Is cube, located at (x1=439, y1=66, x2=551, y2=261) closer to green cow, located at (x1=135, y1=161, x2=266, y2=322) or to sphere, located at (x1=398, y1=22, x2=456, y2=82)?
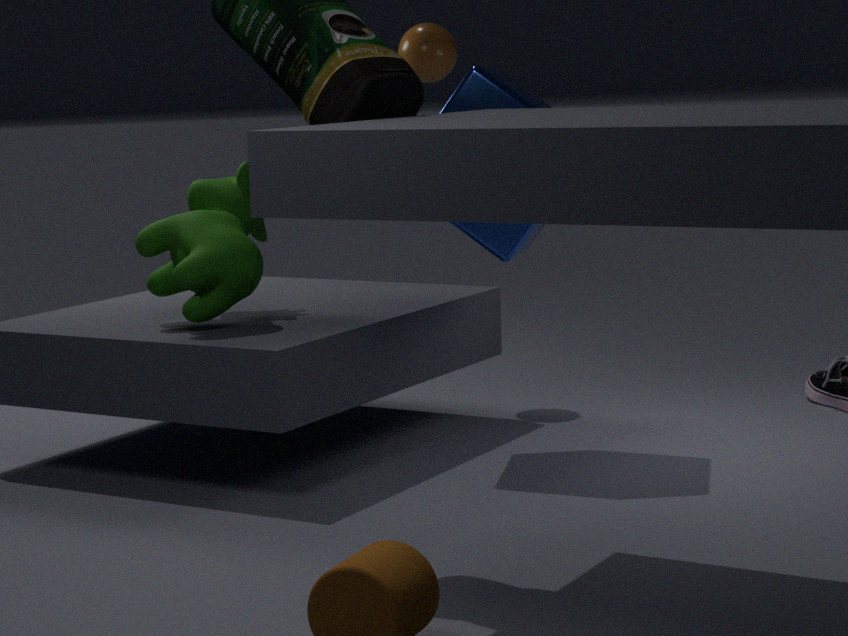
green cow, located at (x1=135, y1=161, x2=266, y2=322)
